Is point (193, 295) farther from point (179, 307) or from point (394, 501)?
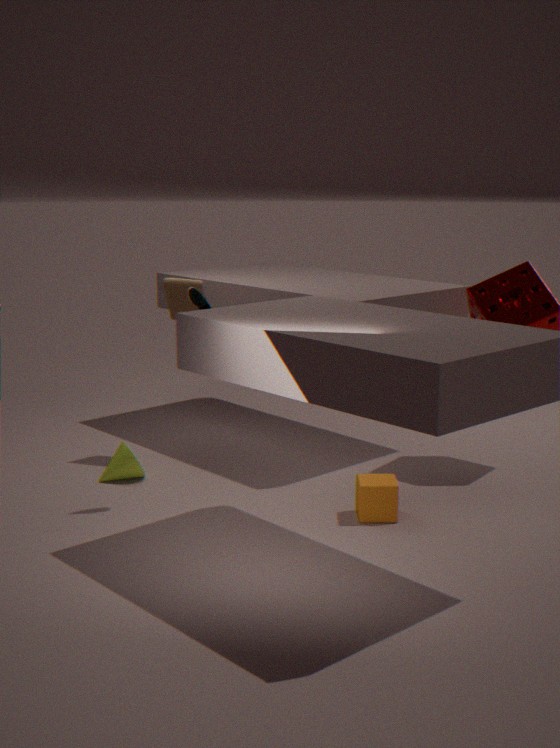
point (394, 501)
